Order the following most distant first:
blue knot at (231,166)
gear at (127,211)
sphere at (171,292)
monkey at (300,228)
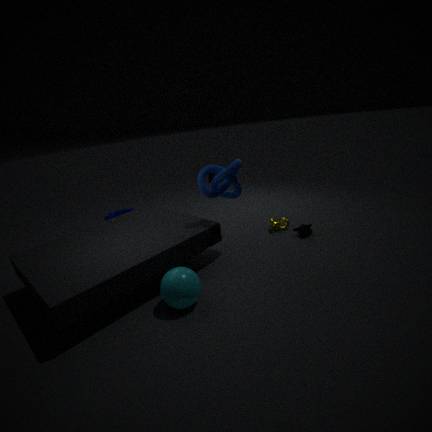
1. gear at (127,211)
2. monkey at (300,228)
3. blue knot at (231,166)
4. sphere at (171,292)
